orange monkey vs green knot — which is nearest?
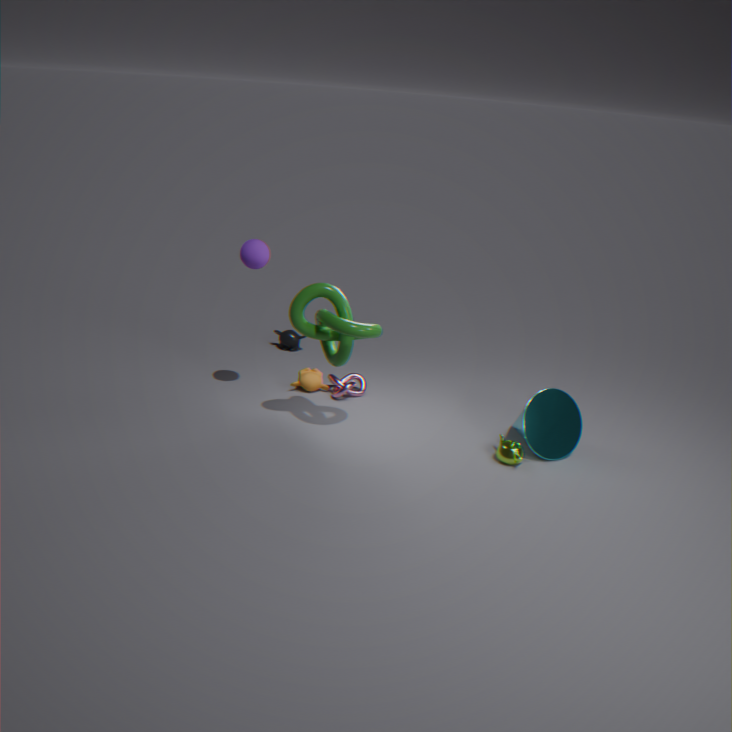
green knot
